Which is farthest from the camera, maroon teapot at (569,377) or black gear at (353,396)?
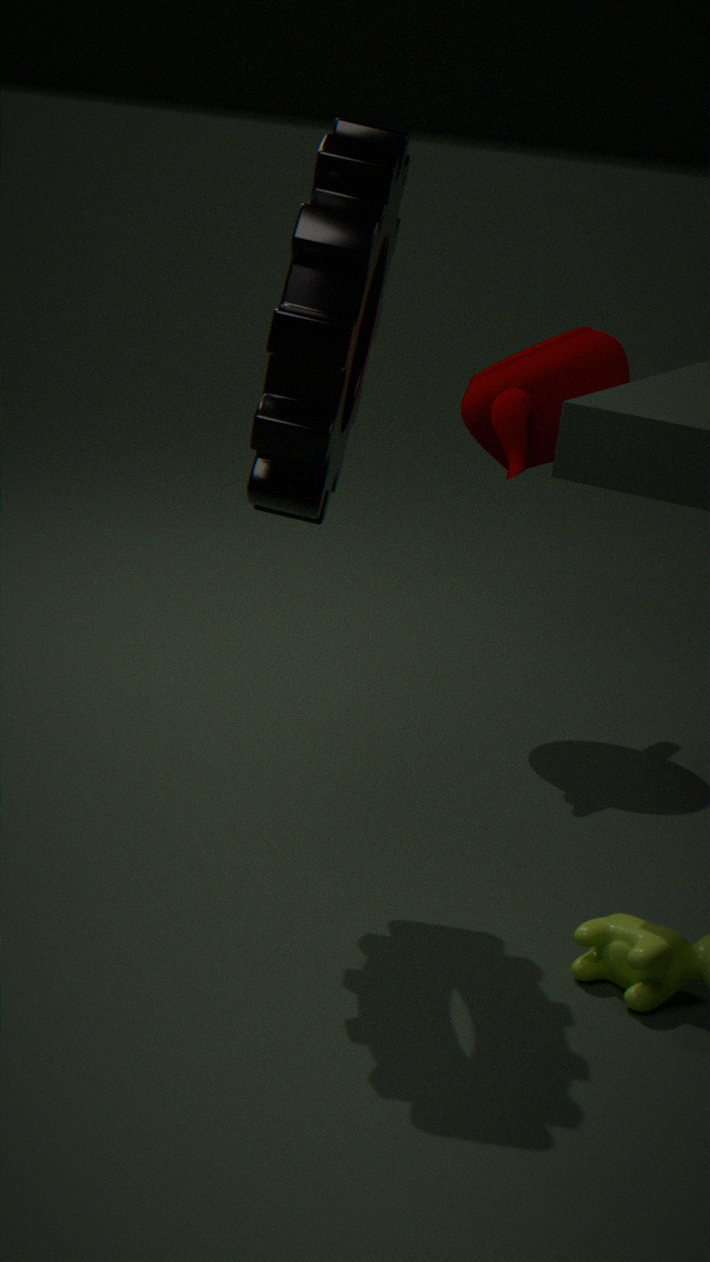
maroon teapot at (569,377)
